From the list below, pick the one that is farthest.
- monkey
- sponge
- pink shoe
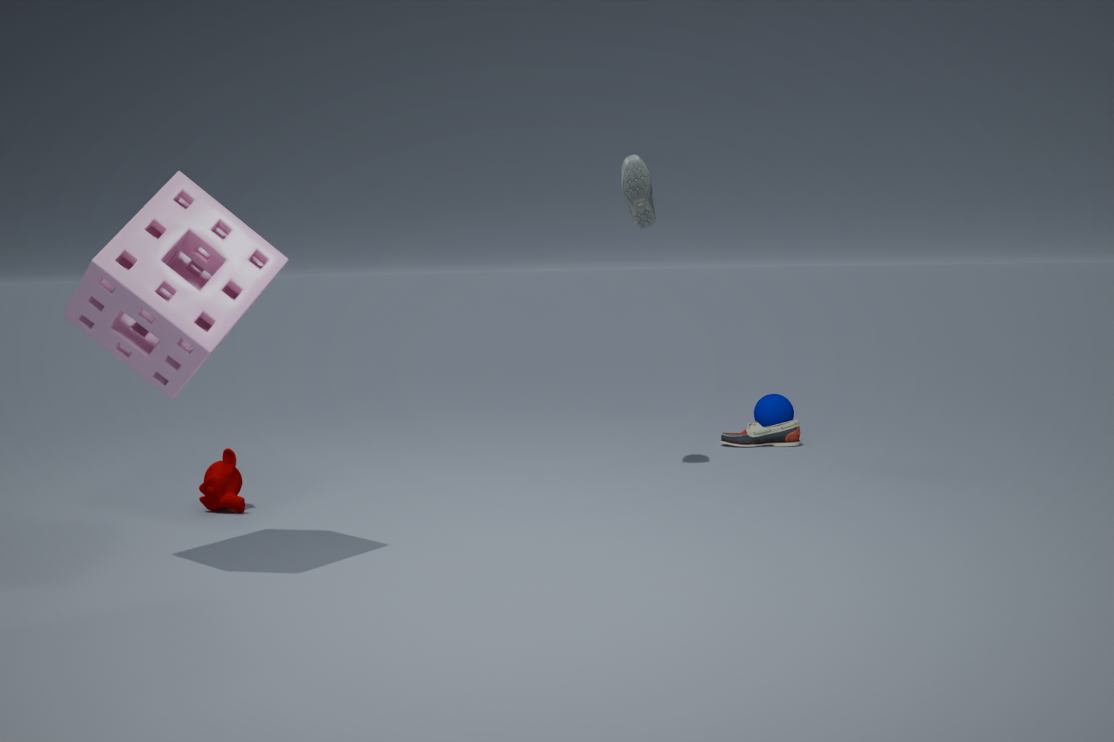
pink shoe
